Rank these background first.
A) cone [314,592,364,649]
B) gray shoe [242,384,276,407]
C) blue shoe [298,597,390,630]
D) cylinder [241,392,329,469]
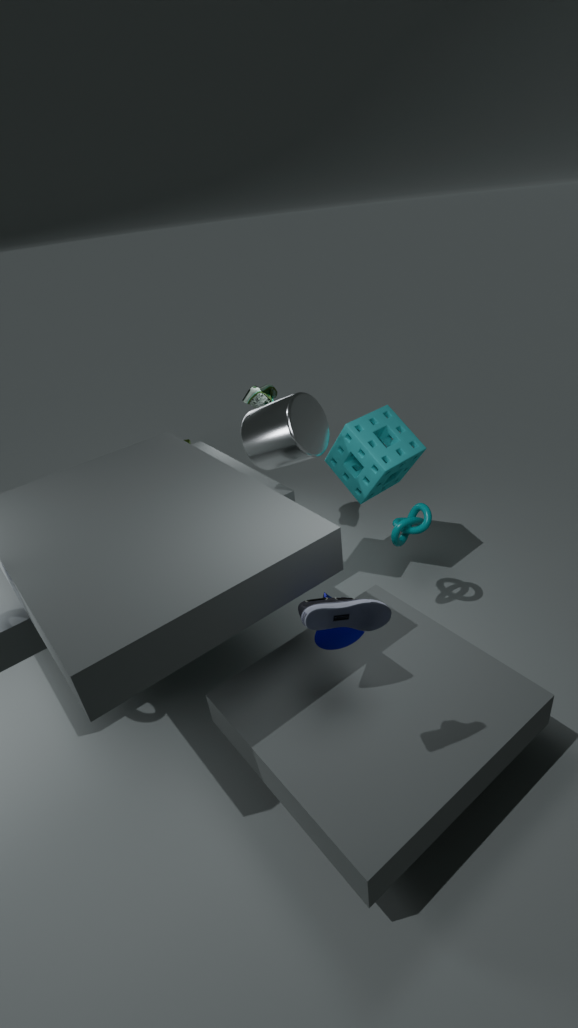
gray shoe [242,384,276,407] → cylinder [241,392,329,469] → cone [314,592,364,649] → blue shoe [298,597,390,630]
